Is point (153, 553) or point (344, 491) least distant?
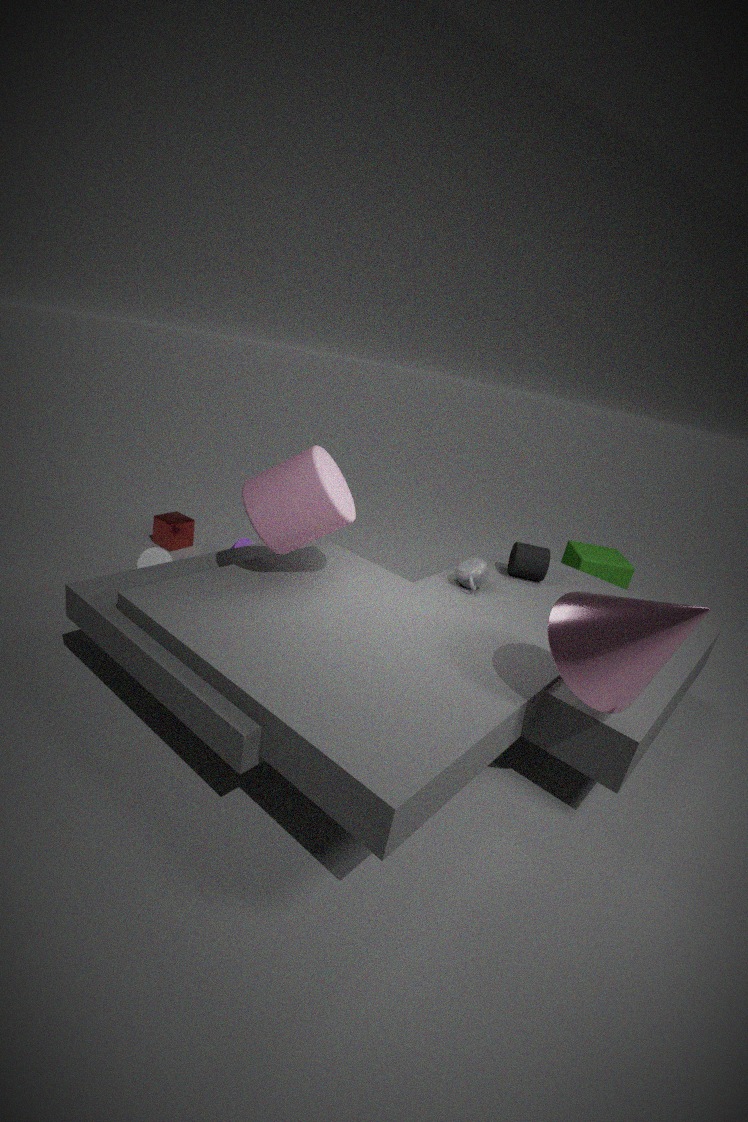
point (344, 491)
